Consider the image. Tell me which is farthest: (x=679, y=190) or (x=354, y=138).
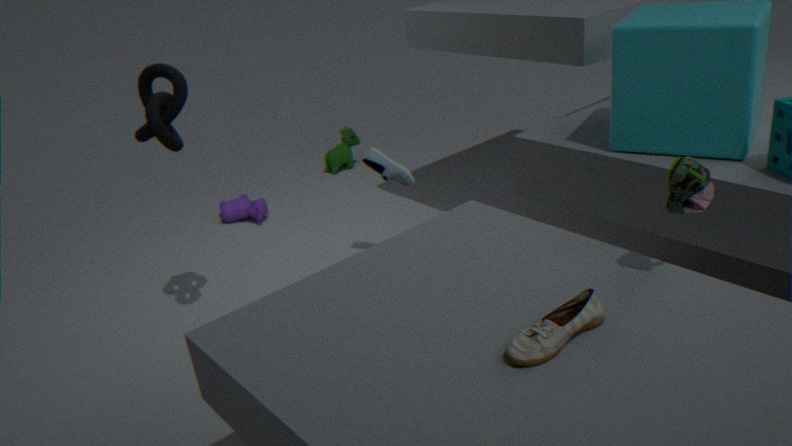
(x=354, y=138)
